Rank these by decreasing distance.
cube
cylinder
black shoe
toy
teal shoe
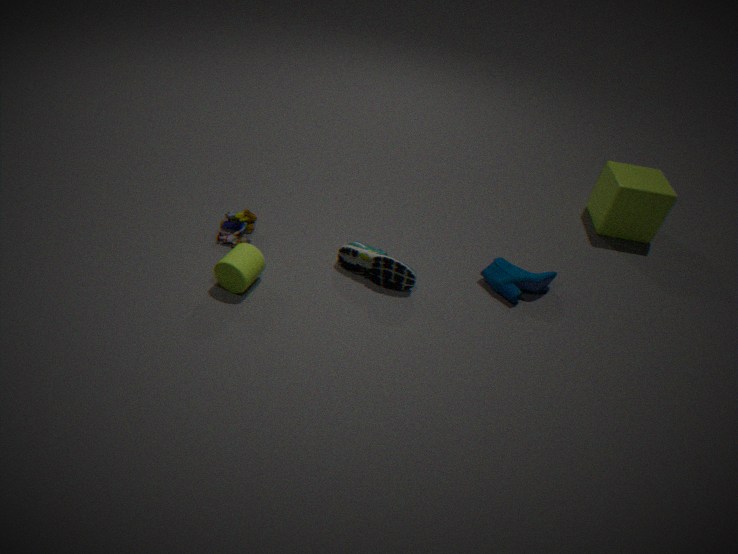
1. cube
2. toy
3. teal shoe
4. black shoe
5. cylinder
